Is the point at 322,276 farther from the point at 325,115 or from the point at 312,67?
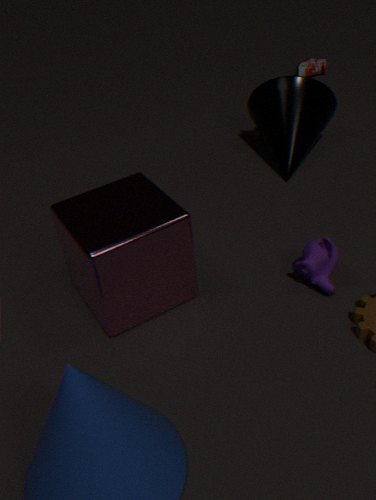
the point at 312,67
